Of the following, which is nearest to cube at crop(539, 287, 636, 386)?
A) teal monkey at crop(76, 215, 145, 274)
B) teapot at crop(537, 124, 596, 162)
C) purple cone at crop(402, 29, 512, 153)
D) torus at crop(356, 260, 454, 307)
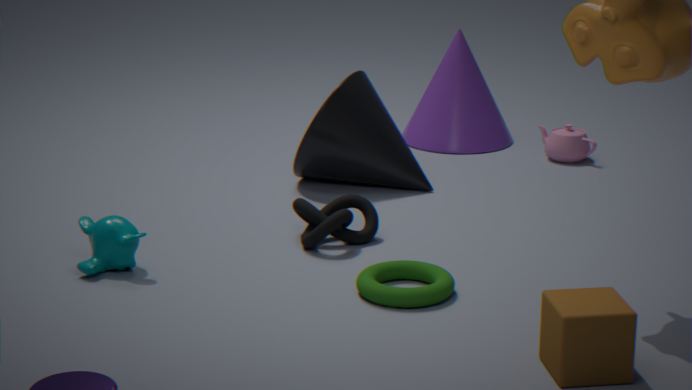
torus at crop(356, 260, 454, 307)
